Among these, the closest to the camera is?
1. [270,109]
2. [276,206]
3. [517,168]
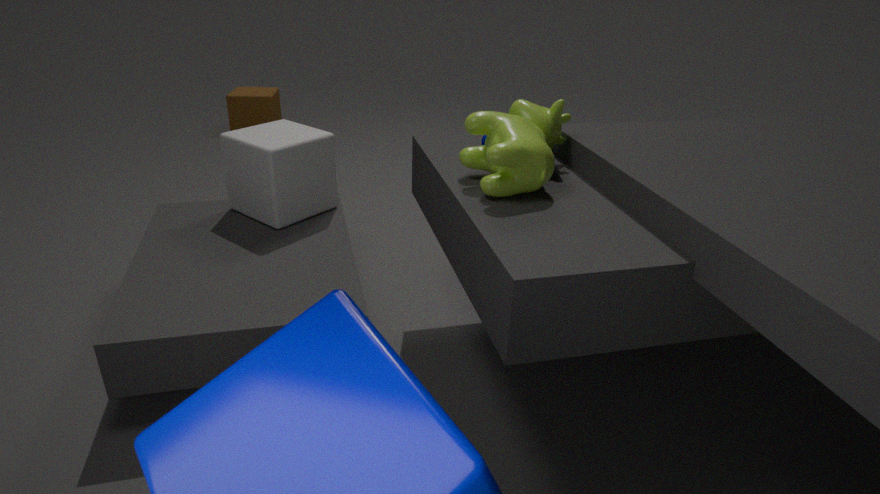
[517,168]
